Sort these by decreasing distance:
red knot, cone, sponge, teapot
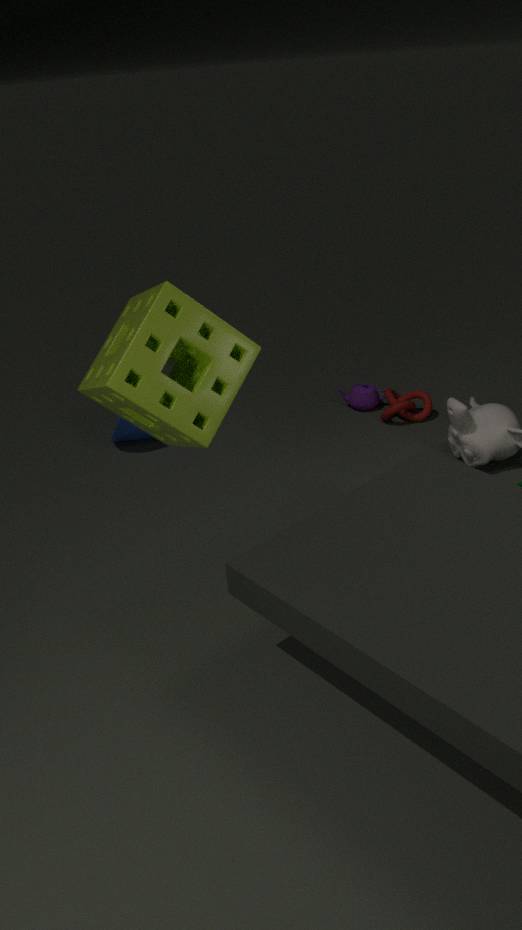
1. teapot
2. red knot
3. cone
4. sponge
